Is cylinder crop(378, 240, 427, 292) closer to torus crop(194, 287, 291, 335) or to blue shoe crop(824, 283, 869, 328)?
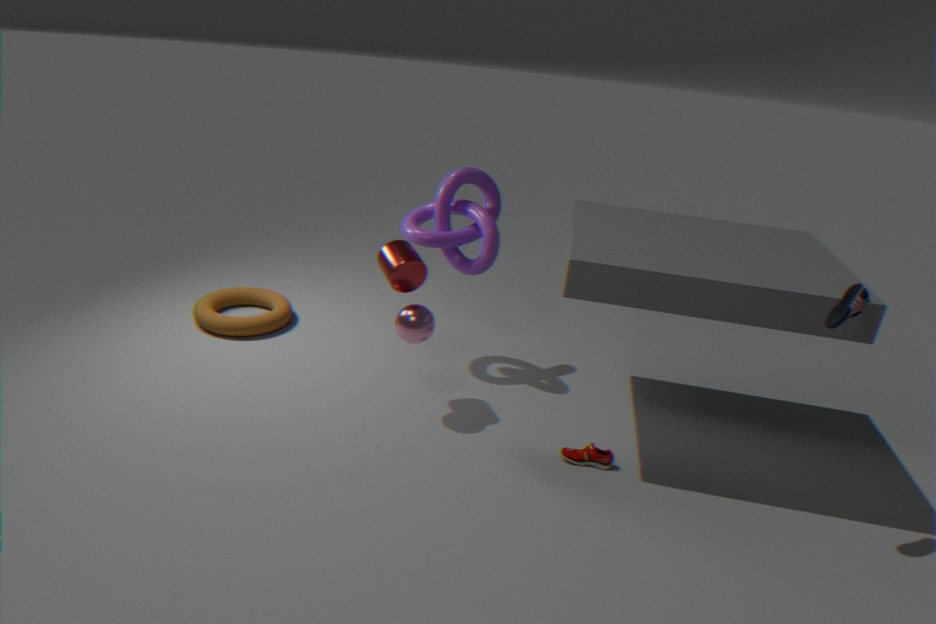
torus crop(194, 287, 291, 335)
